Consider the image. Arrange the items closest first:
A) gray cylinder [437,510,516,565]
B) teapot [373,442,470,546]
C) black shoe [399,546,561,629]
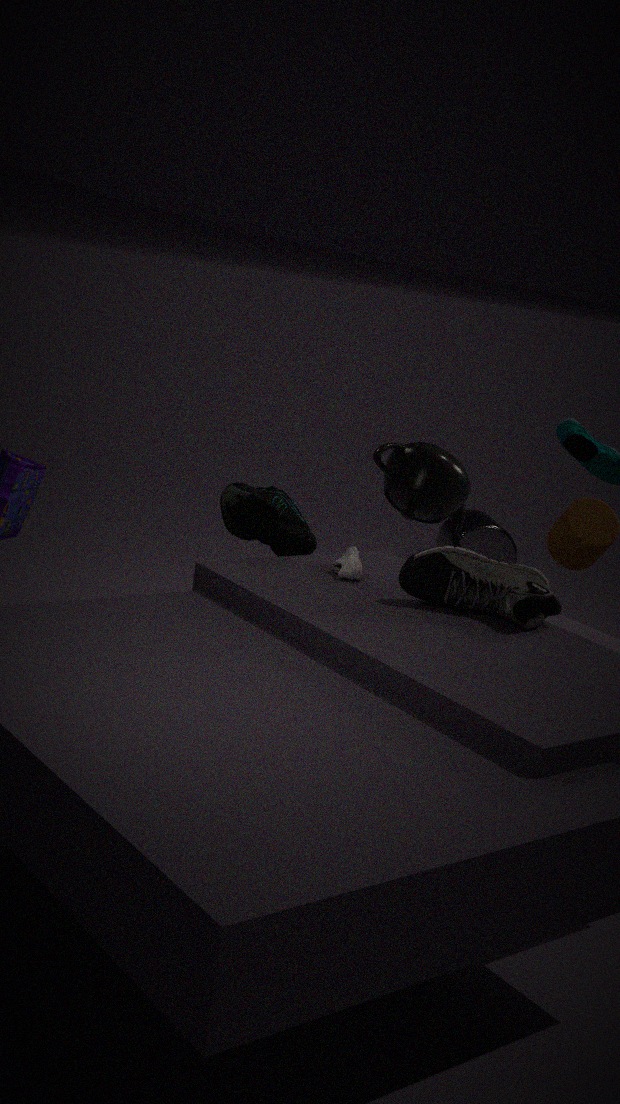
black shoe [399,546,561,629] < teapot [373,442,470,546] < gray cylinder [437,510,516,565]
